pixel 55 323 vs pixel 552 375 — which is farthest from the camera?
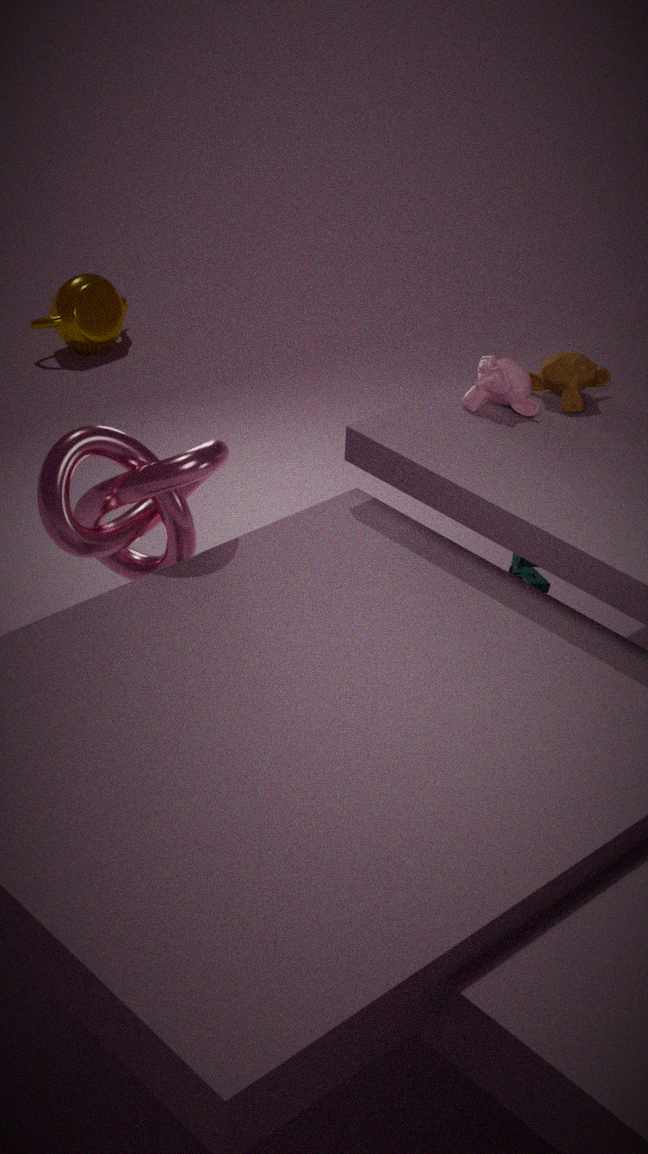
pixel 55 323
